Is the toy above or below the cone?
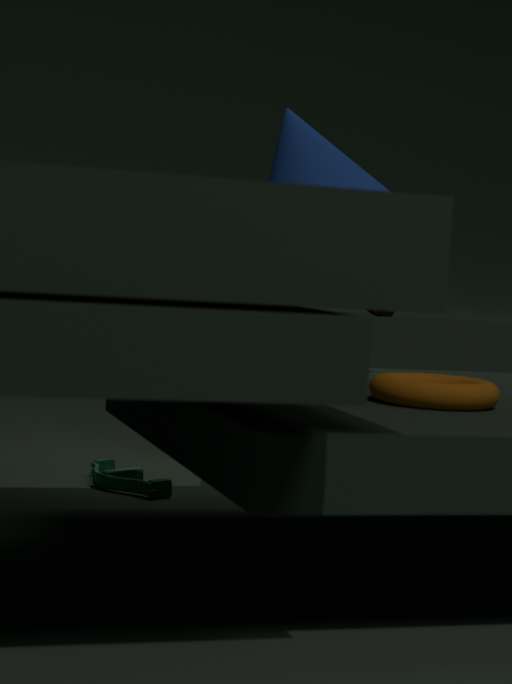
below
